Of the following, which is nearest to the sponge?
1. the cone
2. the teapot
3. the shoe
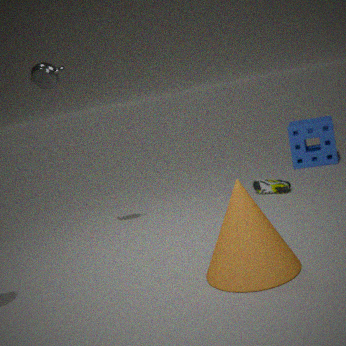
the shoe
